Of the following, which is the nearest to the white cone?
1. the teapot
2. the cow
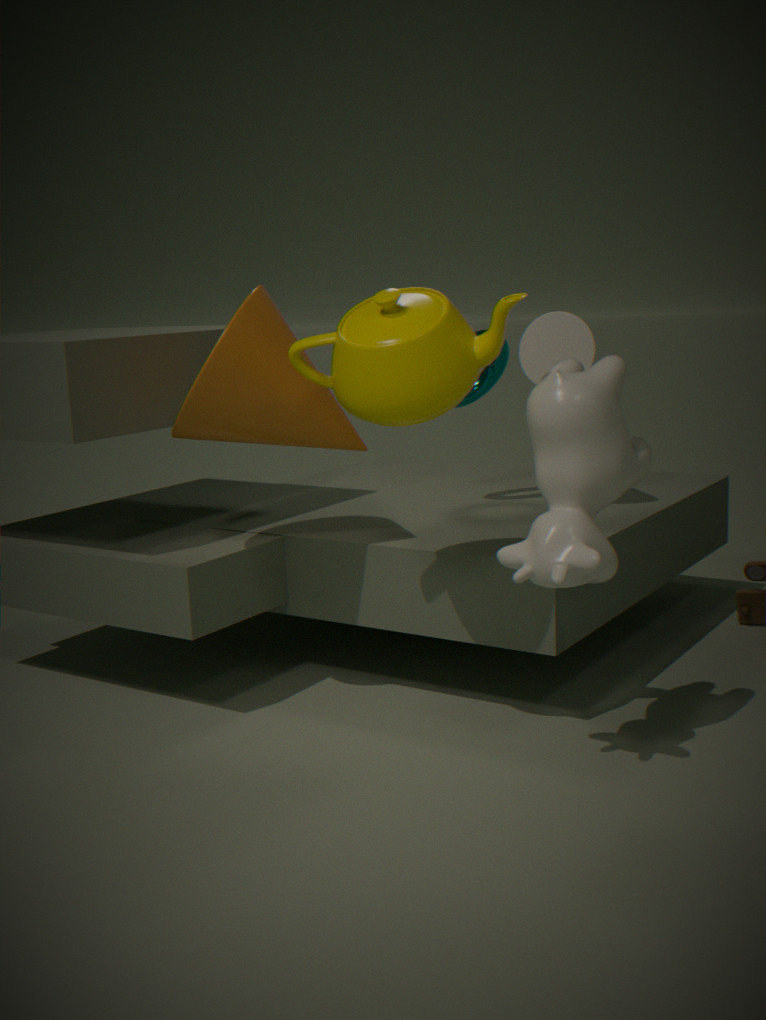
the cow
